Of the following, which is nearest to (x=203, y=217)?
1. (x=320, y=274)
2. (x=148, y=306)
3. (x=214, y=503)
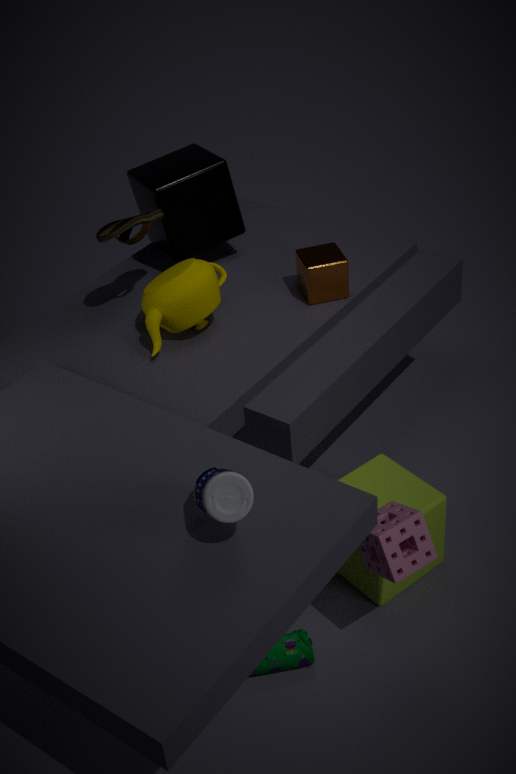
(x=148, y=306)
